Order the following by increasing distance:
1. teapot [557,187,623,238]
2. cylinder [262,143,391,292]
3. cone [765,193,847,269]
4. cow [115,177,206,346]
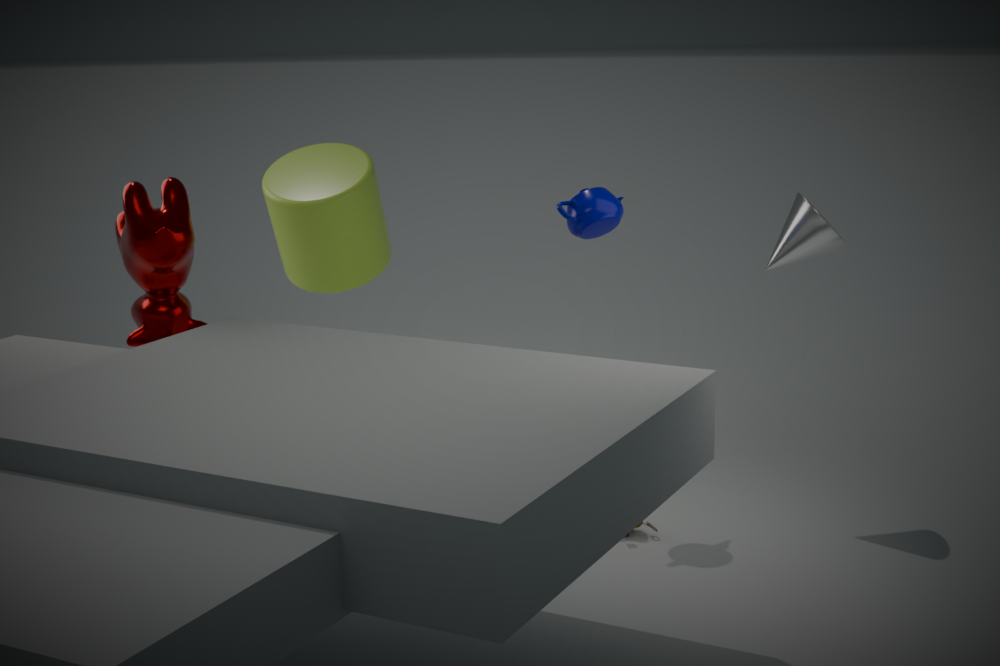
1. cow [115,177,206,346]
2. teapot [557,187,623,238]
3. cone [765,193,847,269]
4. cylinder [262,143,391,292]
